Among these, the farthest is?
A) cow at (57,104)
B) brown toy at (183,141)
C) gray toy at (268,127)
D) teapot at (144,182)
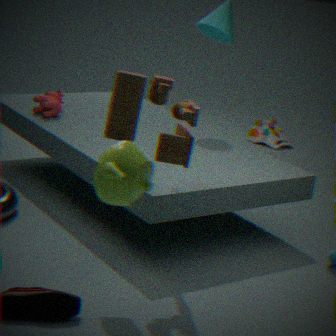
gray toy at (268,127)
